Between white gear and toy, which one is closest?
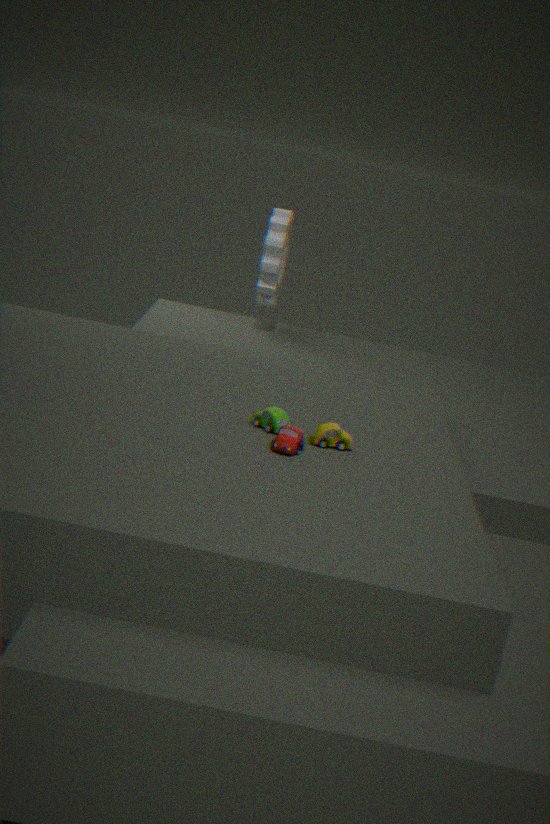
toy
